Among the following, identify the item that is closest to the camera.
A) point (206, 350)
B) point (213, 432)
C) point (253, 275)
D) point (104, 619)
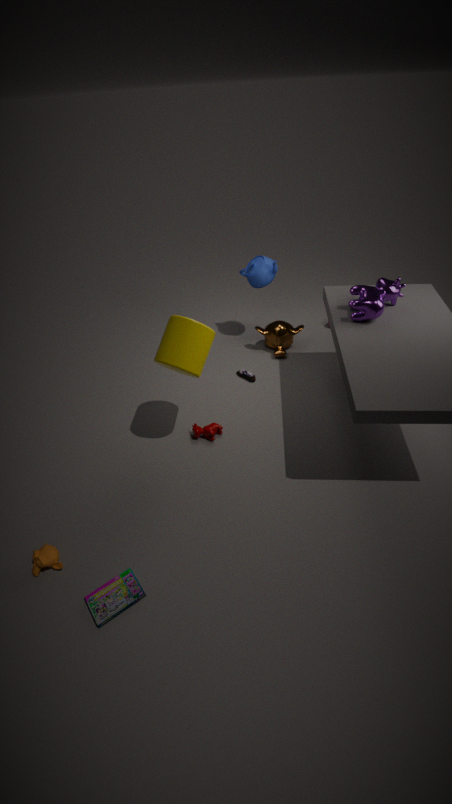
point (104, 619)
